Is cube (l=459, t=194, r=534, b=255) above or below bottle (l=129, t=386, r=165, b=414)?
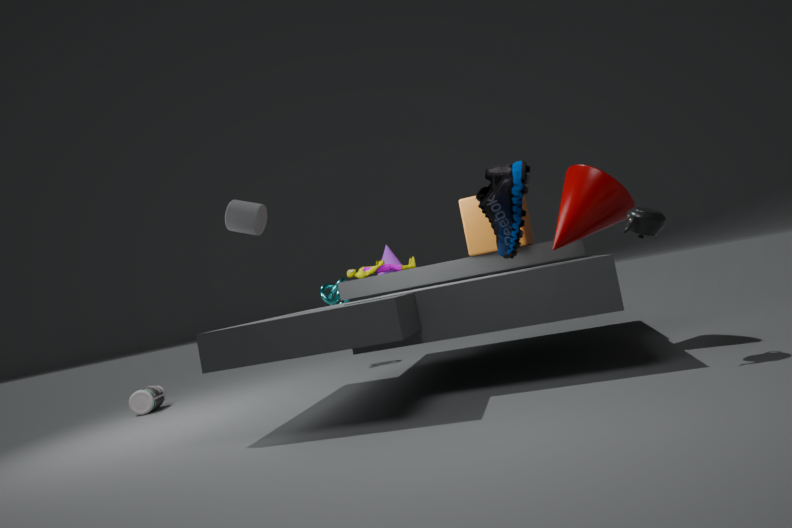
above
